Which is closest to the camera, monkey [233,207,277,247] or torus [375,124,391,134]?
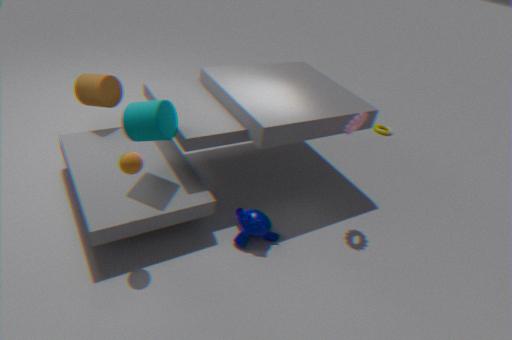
monkey [233,207,277,247]
